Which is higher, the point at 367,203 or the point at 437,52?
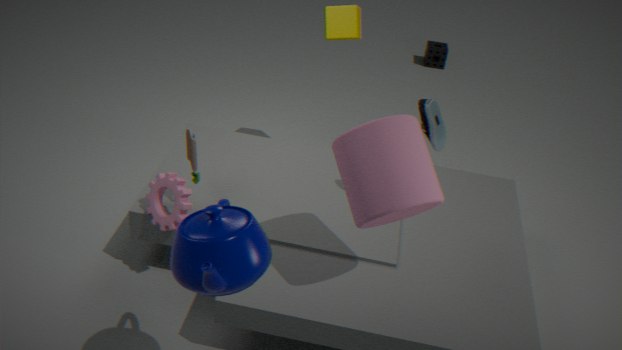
the point at 367,203
